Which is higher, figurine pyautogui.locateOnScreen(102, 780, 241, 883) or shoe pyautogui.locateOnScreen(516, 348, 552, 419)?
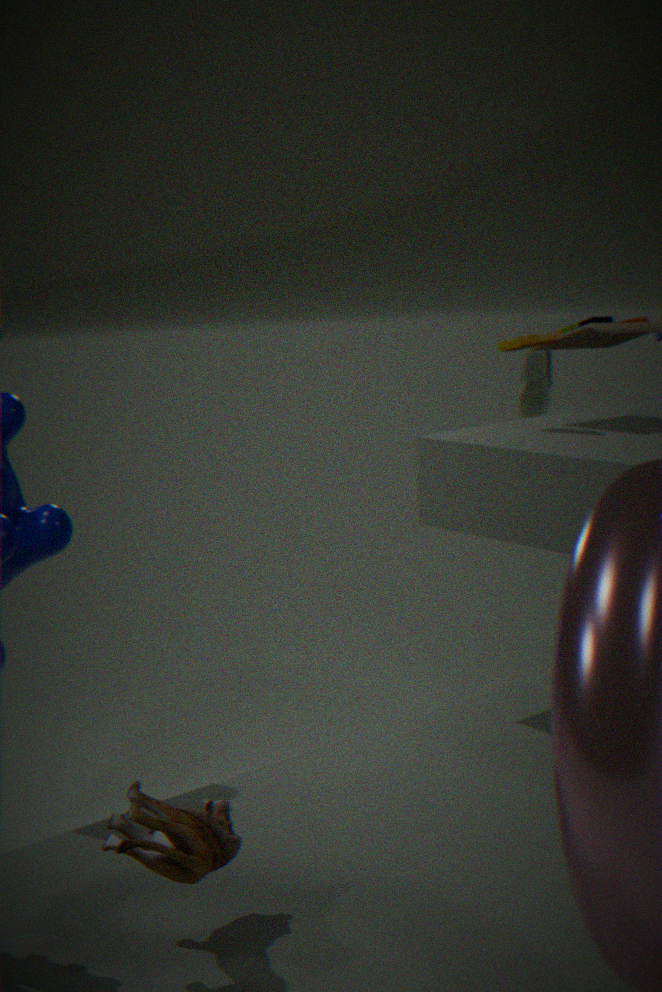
shoe pyautogui.locateOnScreen(516, 348, 552, 419)
